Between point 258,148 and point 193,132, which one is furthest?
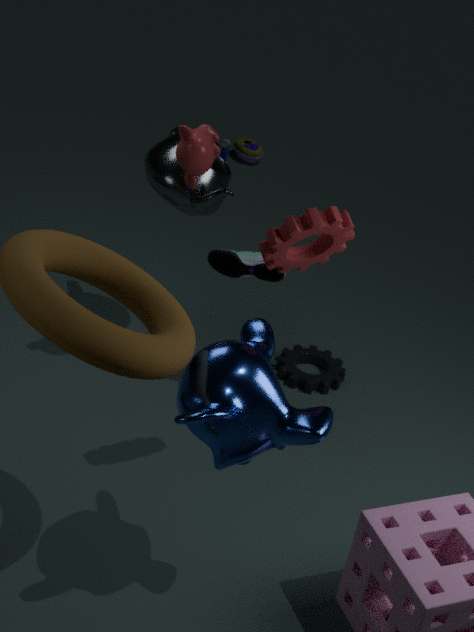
point 258,148
